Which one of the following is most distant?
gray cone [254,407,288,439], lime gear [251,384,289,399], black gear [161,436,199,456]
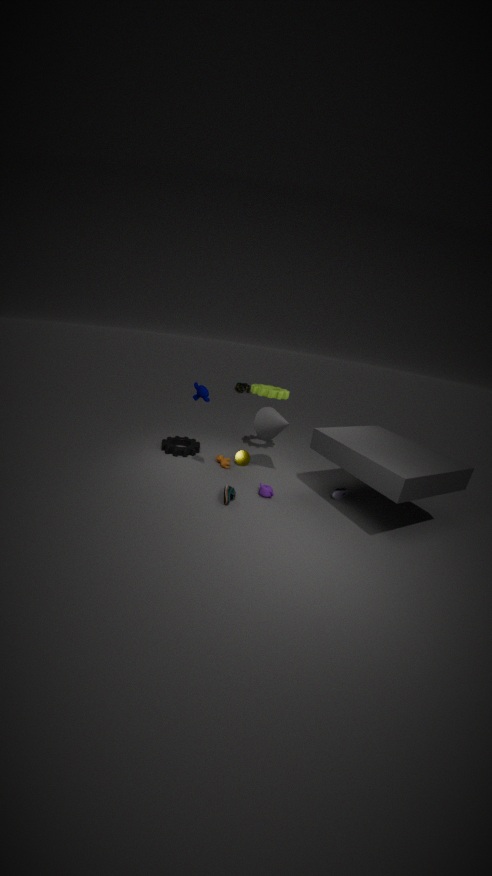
black gear [161,436,199,456]
